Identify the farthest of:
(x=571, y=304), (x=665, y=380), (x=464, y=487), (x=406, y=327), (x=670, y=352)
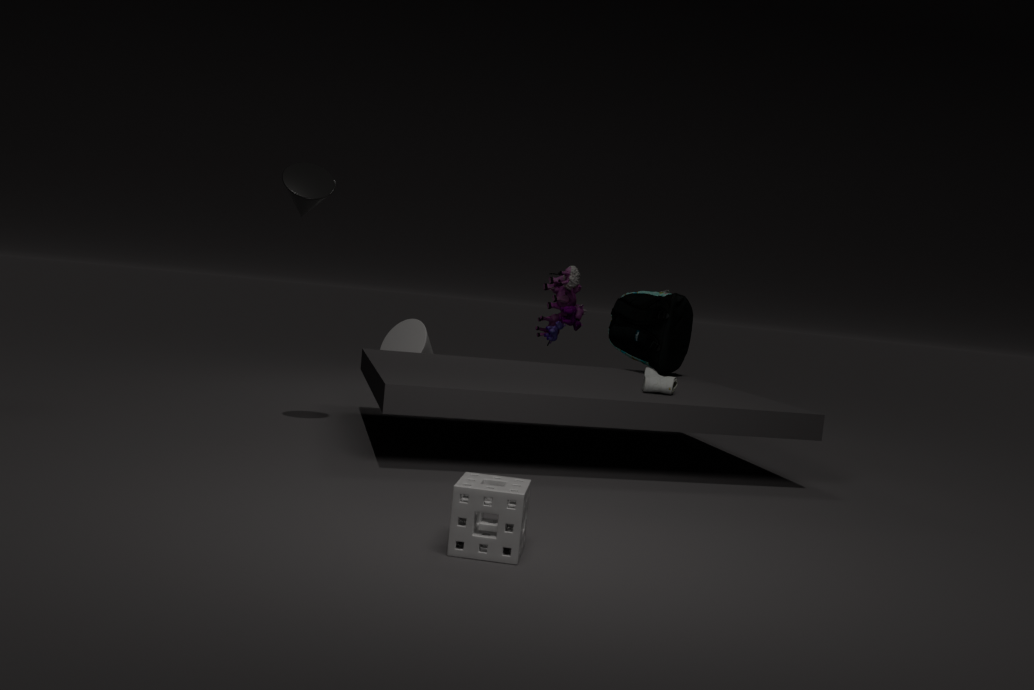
(x=406, y=327)
